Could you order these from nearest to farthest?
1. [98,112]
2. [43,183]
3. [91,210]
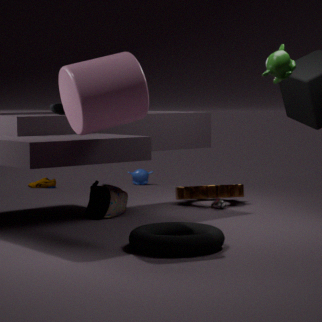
[98,112] → [91,210] → [43,183]
